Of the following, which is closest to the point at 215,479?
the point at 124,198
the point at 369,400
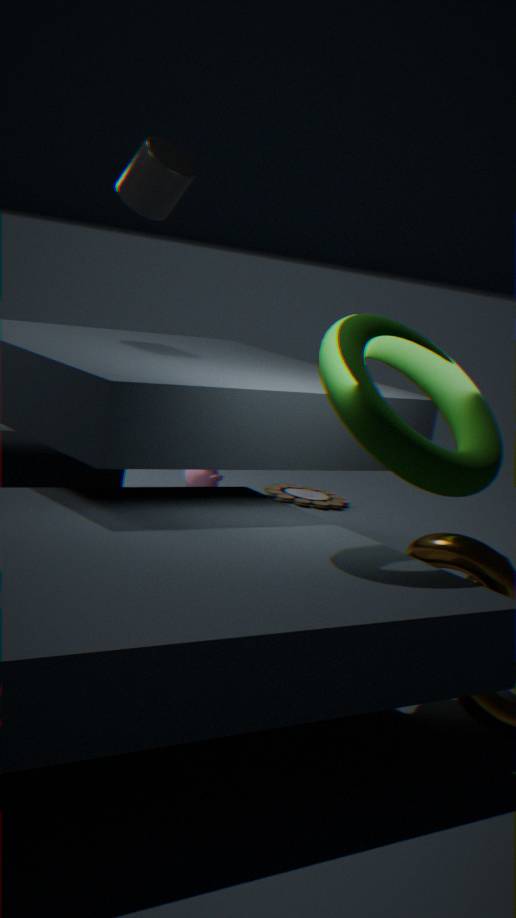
the point at 124,198
